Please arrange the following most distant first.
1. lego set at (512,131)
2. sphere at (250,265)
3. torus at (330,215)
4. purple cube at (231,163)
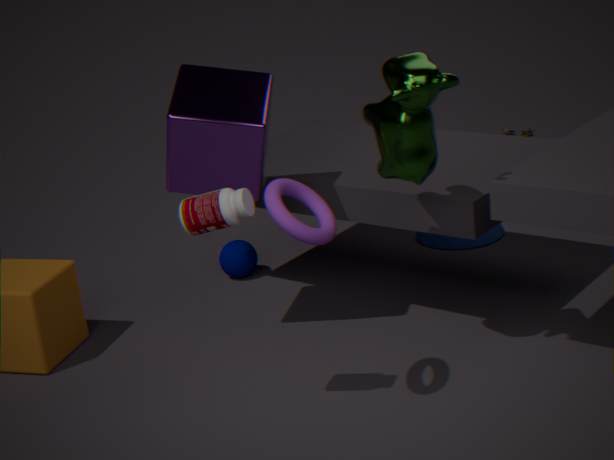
lego set at (512,131) → sphere at (250,265) → purple cube at (231,163) → torus at (330,215)
